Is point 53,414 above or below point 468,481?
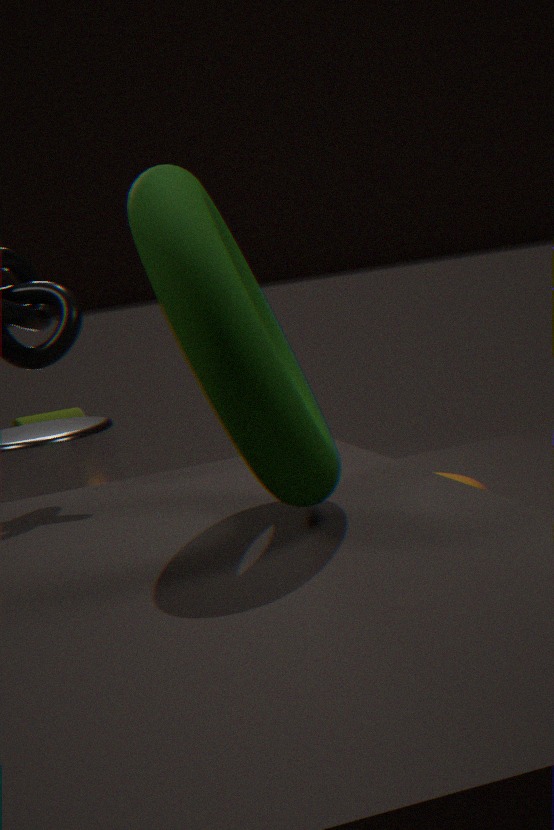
below
